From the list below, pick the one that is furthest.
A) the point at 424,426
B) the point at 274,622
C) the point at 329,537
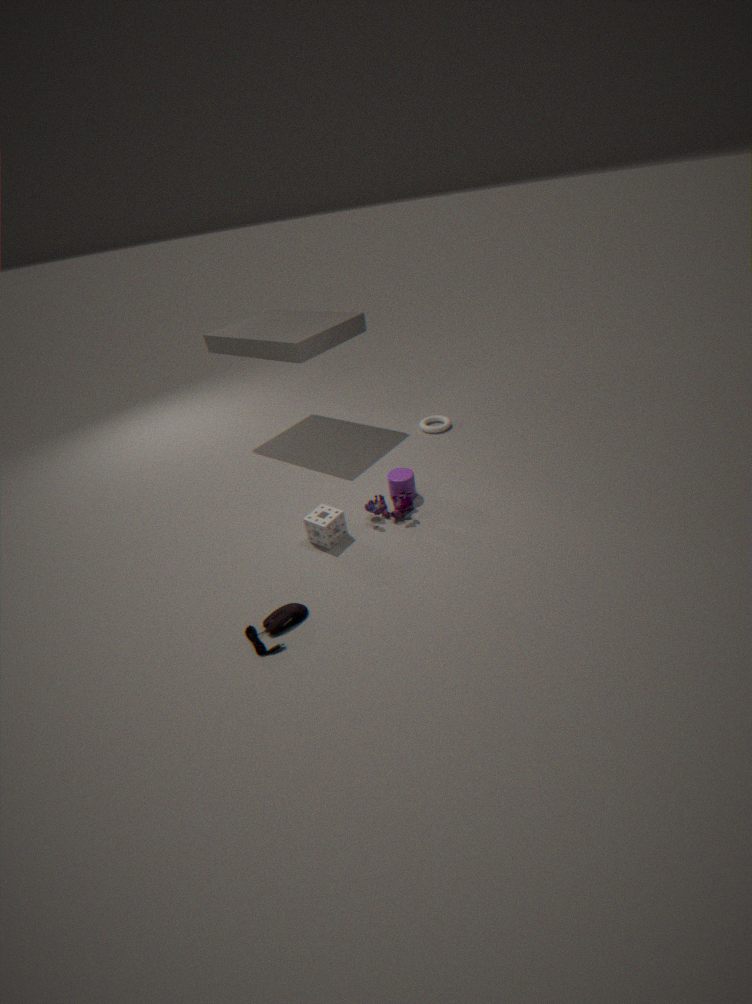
the point at 424,426
